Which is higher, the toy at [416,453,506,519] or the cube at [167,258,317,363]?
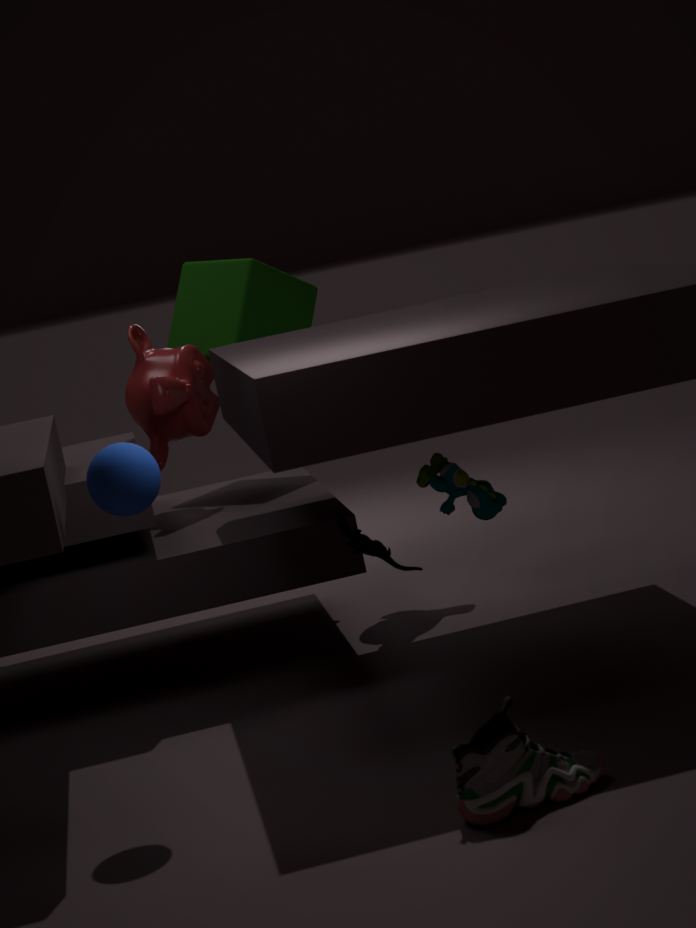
the cube at [167,258,317,363]
